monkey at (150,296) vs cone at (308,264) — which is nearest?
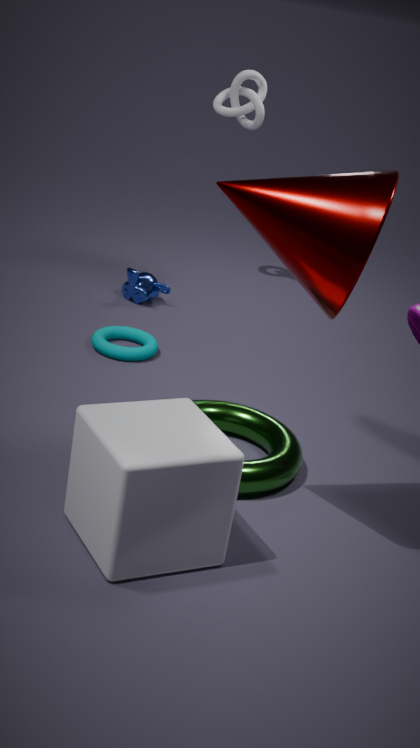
cone at (308,264)
